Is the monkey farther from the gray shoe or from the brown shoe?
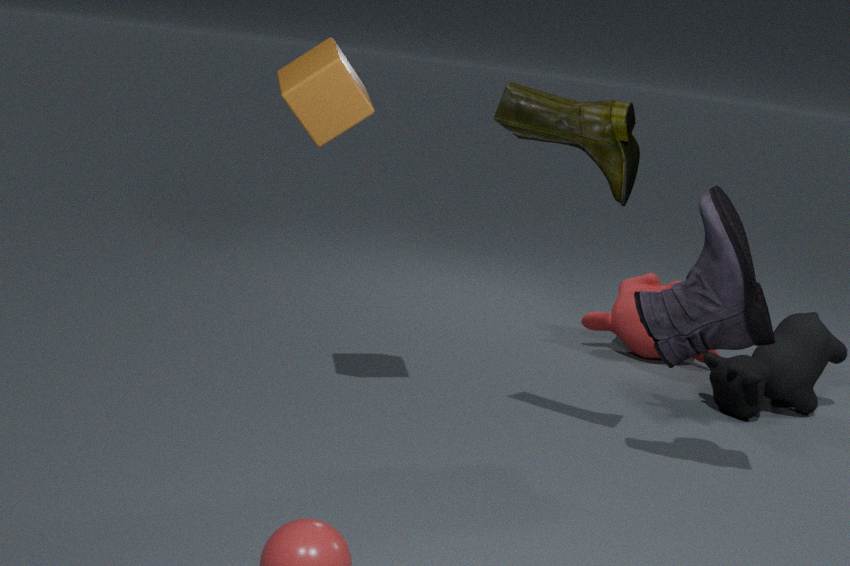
the brown shoe
